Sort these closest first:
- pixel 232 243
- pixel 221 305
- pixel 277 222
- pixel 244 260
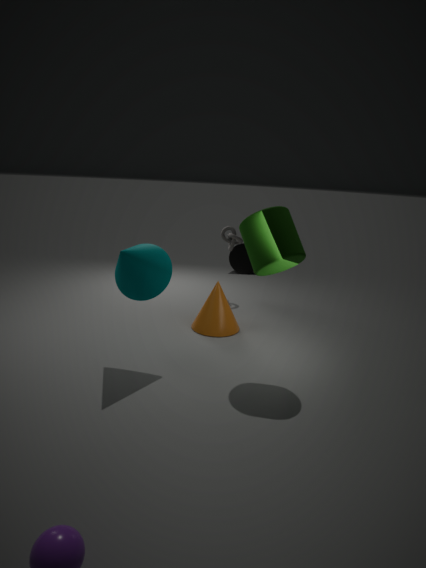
pixel 277 222 → pixel 221 305 → pixel 232 243 → pixel 244 260
